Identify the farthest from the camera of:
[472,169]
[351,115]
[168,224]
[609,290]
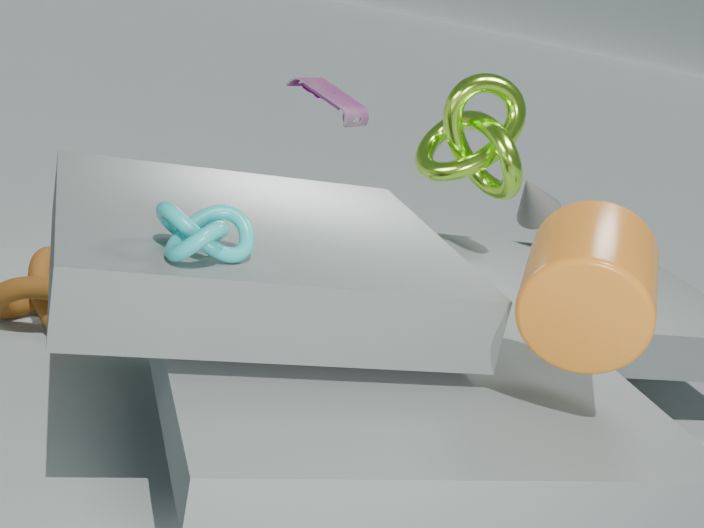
[351,115]
